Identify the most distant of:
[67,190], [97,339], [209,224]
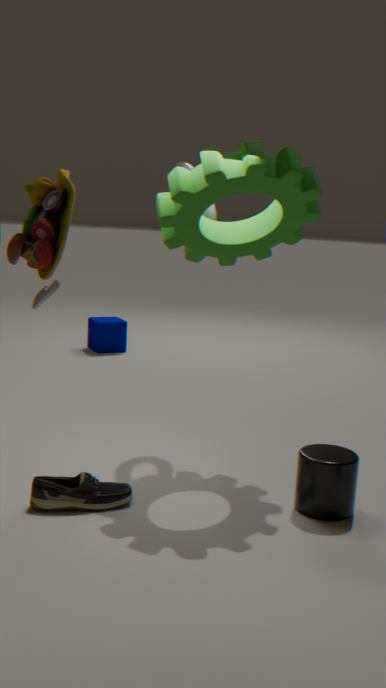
[97,339]
